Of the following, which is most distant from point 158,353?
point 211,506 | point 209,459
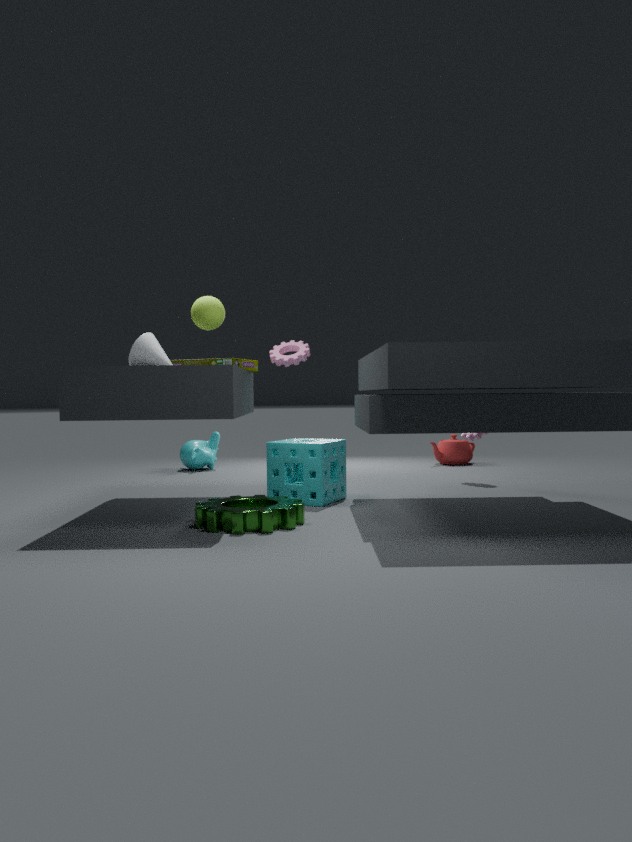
point 209,459
